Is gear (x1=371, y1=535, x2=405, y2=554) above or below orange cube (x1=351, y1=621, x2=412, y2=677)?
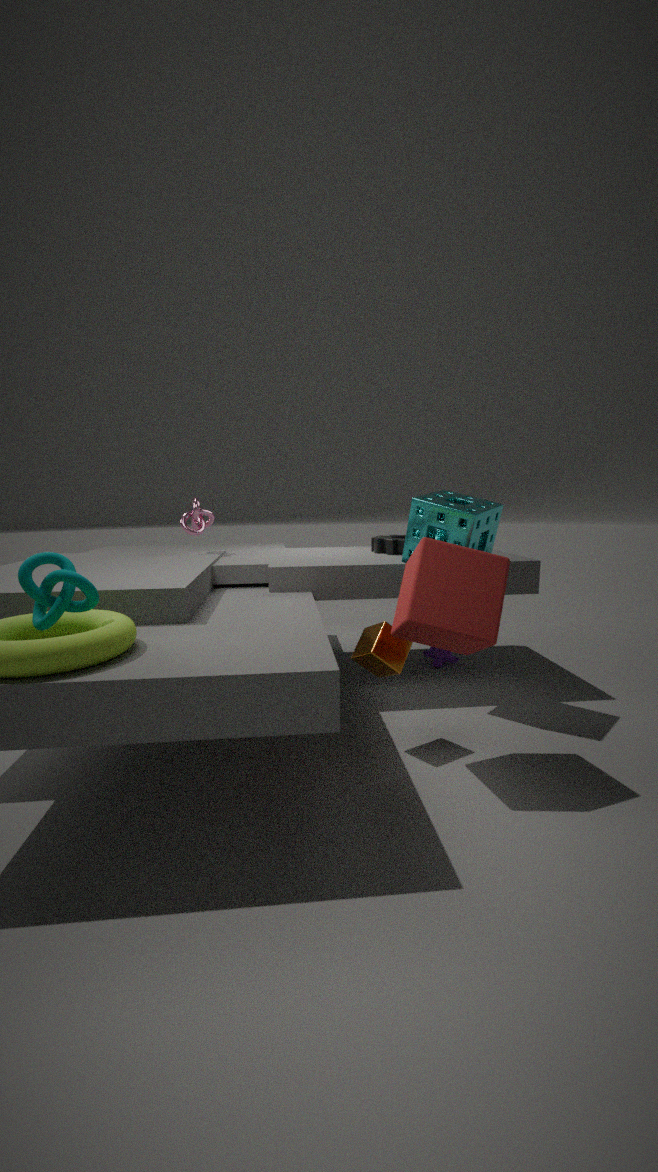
above
